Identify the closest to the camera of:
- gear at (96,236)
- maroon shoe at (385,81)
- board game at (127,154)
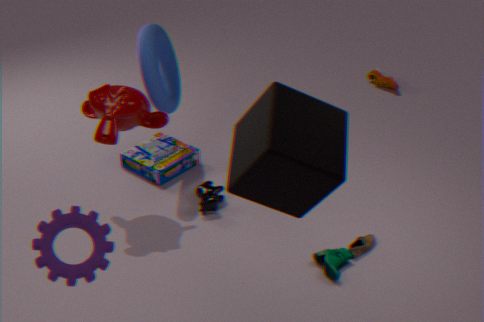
gear at (96,236)
